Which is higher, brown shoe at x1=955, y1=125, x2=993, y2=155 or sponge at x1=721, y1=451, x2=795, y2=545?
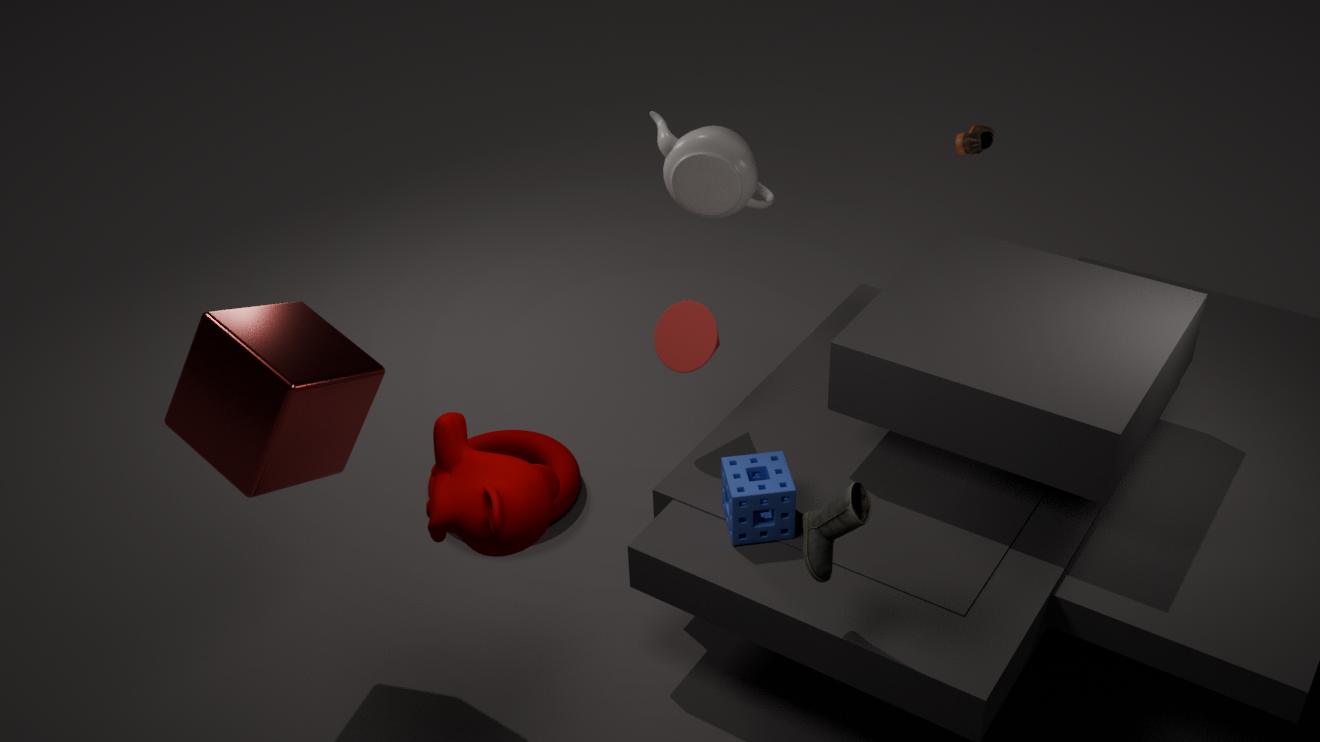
brown shoe at x1=955, y1=125, x2=993, y2=155
